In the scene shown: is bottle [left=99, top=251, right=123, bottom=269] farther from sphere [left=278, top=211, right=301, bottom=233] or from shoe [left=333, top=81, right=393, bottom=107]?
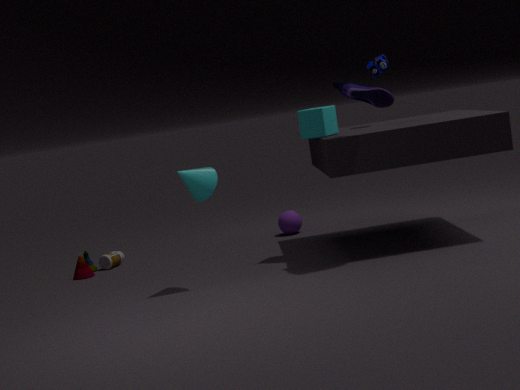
shoe [left=333, top=81, right=393, bottom=107]
